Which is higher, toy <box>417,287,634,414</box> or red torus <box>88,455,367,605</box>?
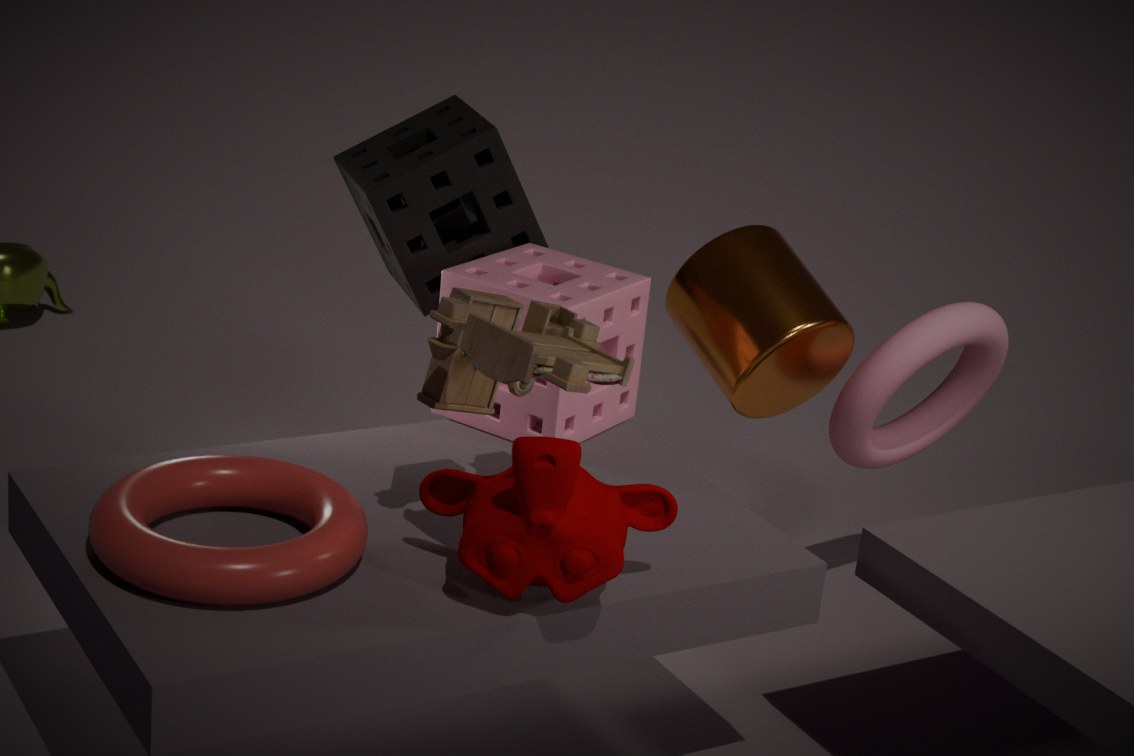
toy <box>417,287,634,414</box>
